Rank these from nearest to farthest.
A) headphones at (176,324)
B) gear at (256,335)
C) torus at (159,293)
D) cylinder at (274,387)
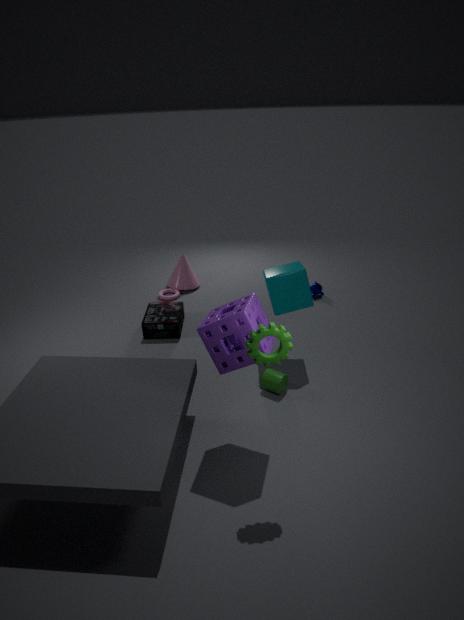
gear at (256,335) → cylinder at (274,387) → headphones at (176,324) → torus at (159,293)
